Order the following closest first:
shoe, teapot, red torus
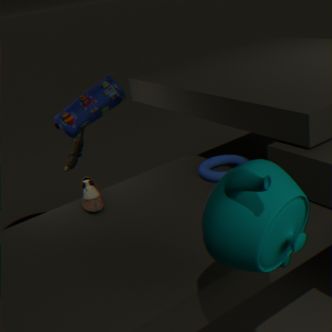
teapot, shoe, red torus
